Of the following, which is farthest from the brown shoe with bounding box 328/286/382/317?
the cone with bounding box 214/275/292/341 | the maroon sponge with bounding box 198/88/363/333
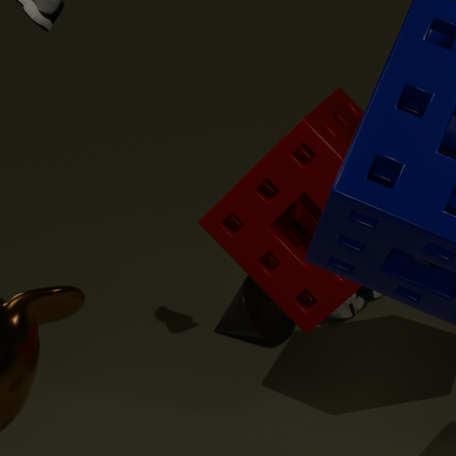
the maroon sponge with bounding box 198/88/363/333
